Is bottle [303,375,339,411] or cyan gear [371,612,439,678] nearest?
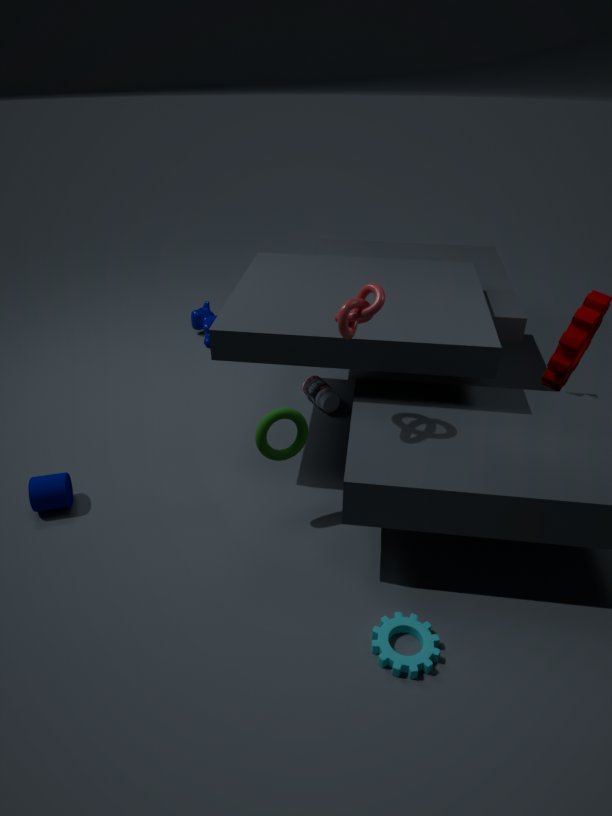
cyan gear [371,612,439,678]
